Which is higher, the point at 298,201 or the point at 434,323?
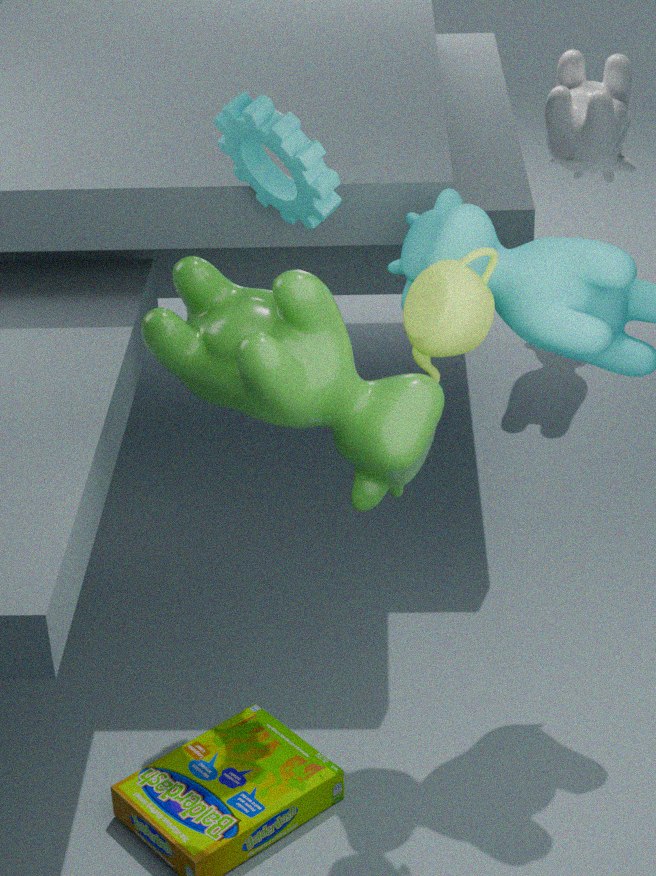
the point at 298,201
